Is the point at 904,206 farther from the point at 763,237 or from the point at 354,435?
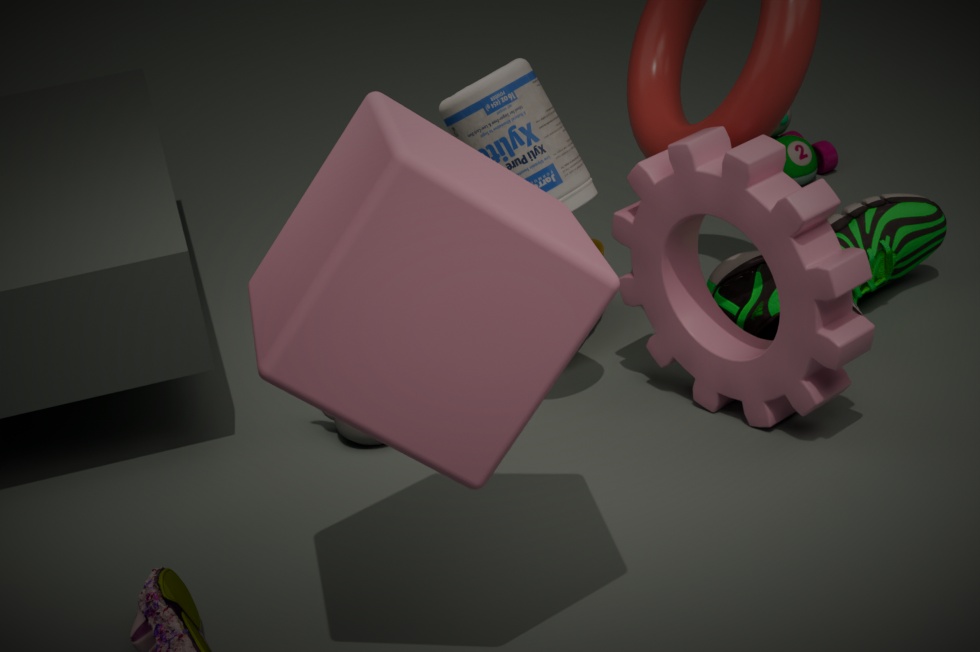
the point at 354,435
